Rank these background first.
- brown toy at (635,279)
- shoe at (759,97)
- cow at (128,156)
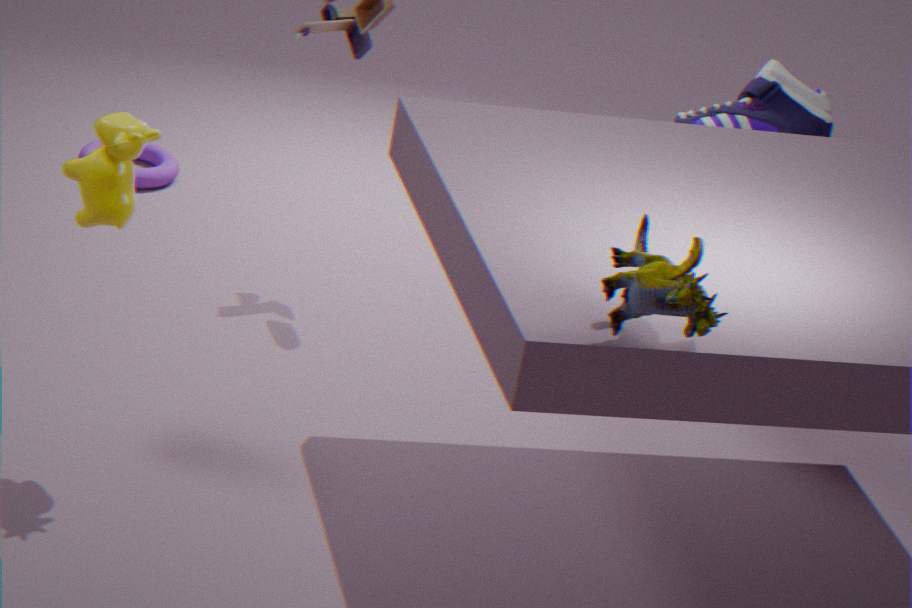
shoe at (759,97) < cow at (128,156) < brown toy at (635,279)
